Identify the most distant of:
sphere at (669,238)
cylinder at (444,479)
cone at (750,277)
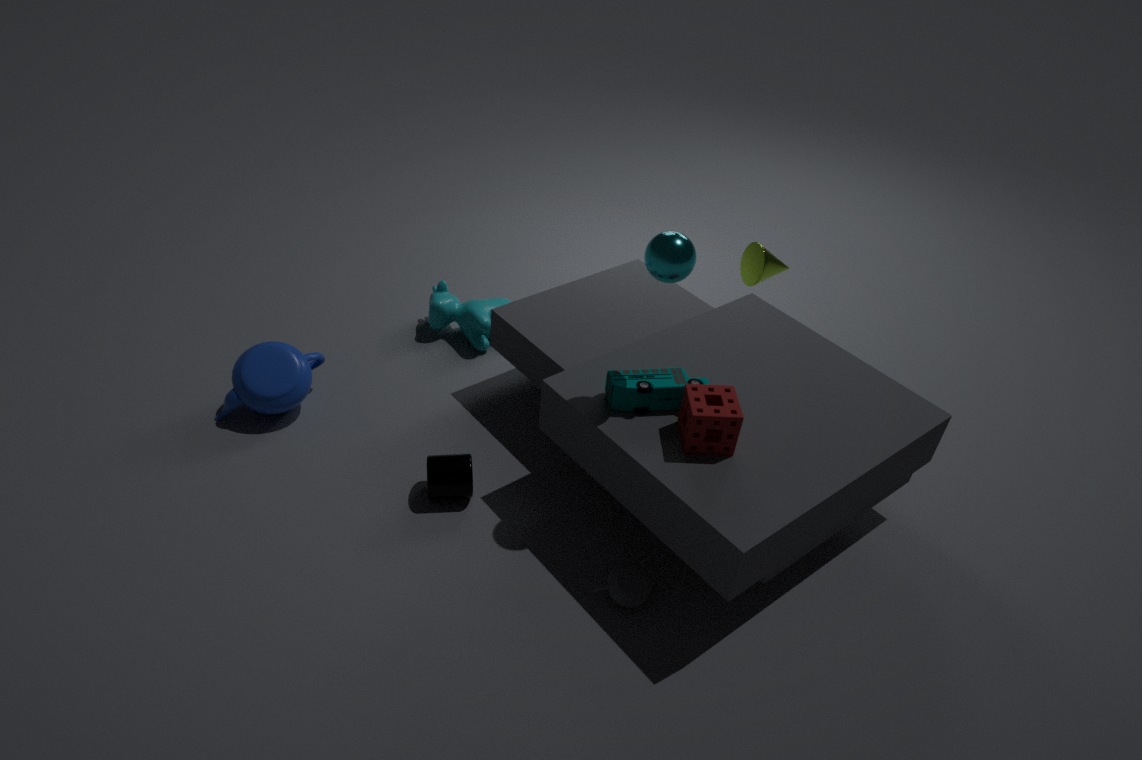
→ cone at (750,277)
